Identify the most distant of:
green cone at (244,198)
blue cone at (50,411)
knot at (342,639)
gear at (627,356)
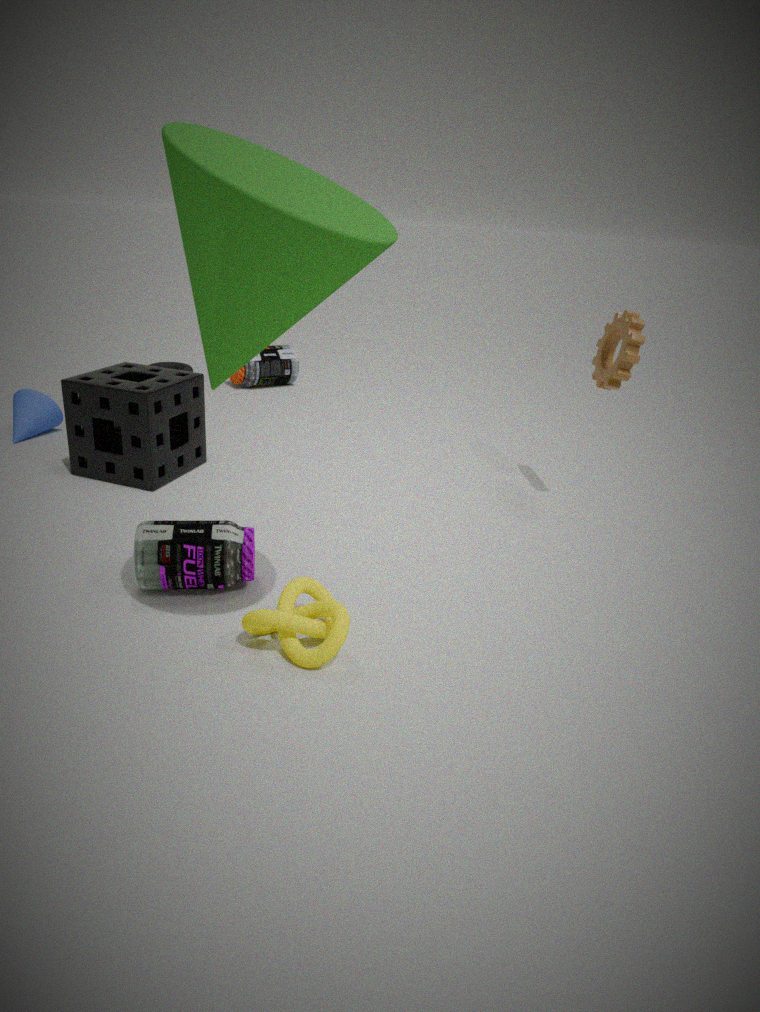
blue cone at (50,411)
